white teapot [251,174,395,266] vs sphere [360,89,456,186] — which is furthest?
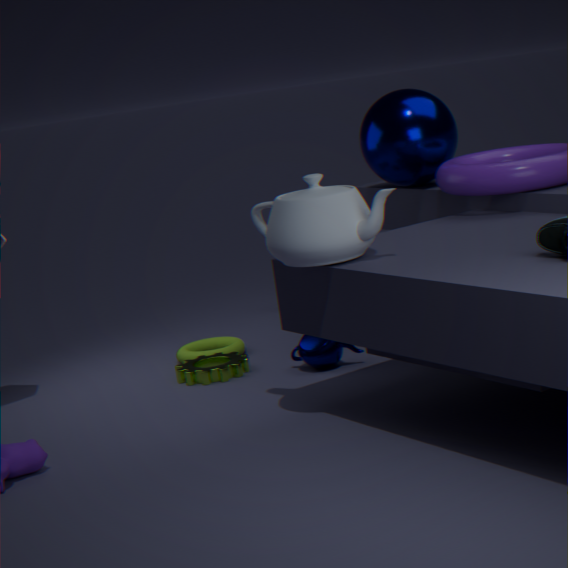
sphere [360,89,456,186]
